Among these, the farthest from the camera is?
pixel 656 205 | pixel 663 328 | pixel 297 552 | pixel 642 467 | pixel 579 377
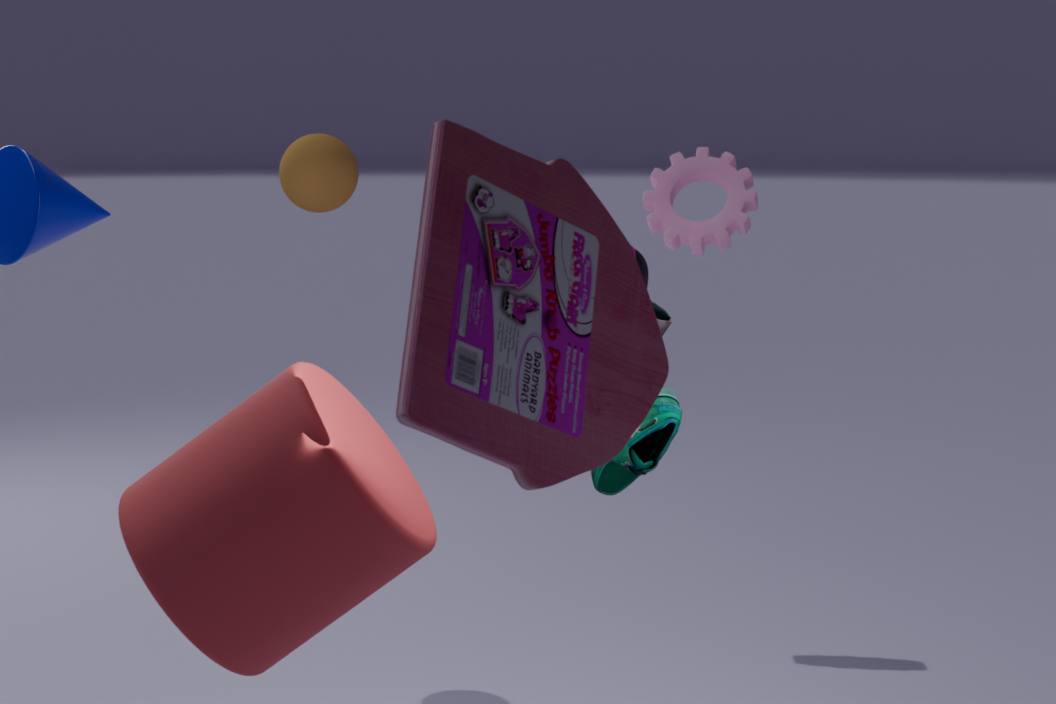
pixel 656 205
